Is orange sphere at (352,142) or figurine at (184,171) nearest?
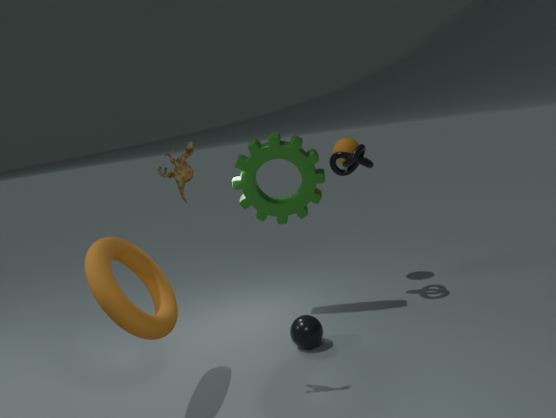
figurine at (184,171)
